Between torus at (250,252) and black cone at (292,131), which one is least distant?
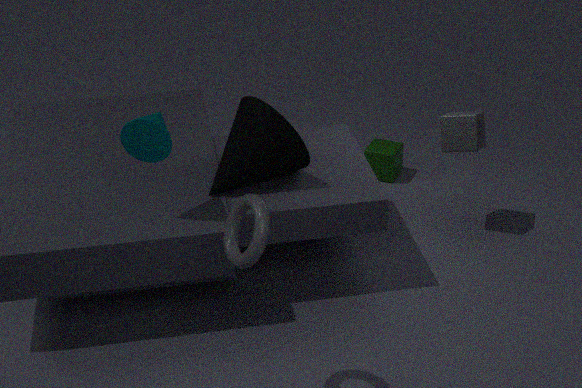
torus at (250,252)
